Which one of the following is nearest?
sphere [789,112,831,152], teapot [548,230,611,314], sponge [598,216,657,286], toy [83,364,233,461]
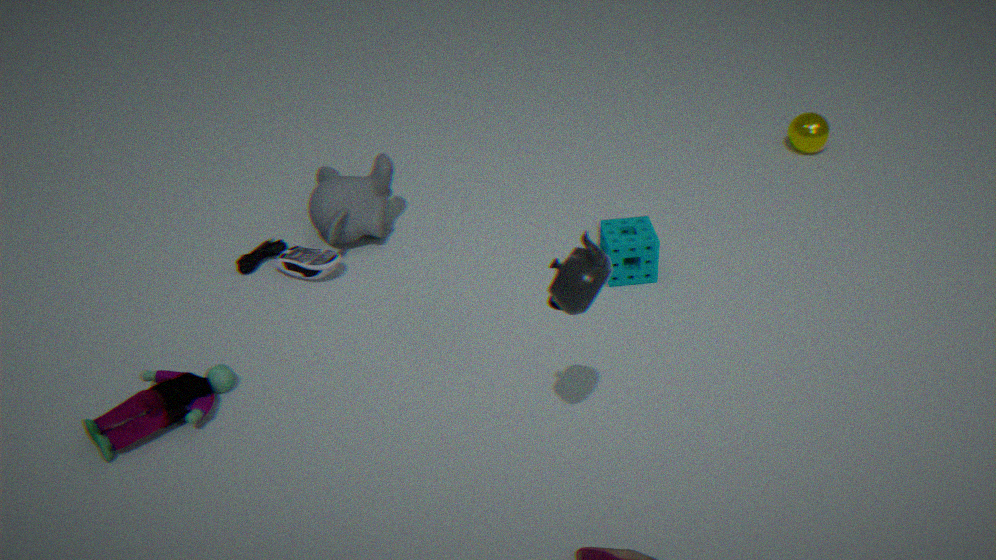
teapot [548,230,611,314]
